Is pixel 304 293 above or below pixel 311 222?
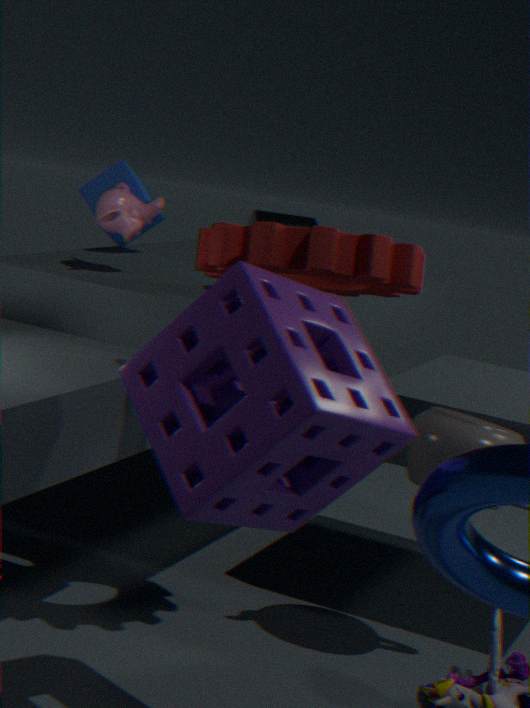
below
